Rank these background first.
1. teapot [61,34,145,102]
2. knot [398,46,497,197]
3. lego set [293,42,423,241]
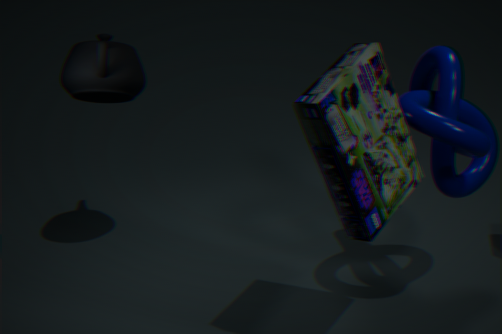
teapot [61,34,145,102] → knot [398,46,497,197] → lego set [293,42,423,241]
